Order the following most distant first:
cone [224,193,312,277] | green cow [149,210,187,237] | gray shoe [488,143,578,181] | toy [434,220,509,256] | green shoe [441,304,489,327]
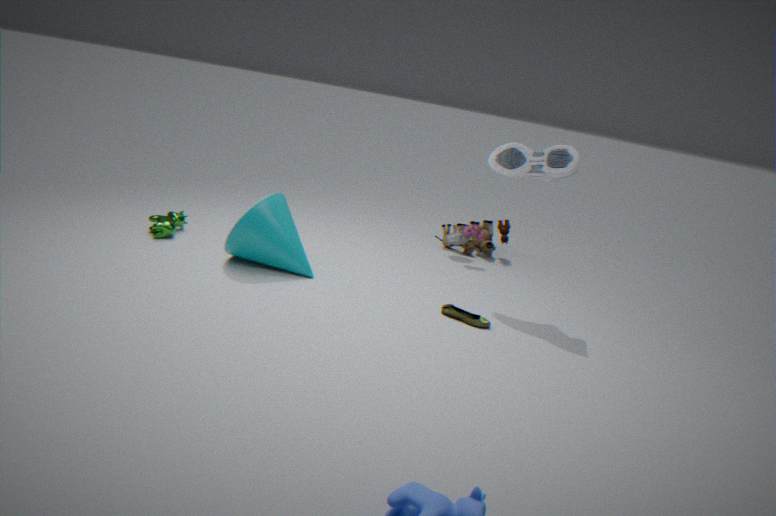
toy [434,220,509,256] < green cow [149,210,187,237] < cone [224,193,312,277] < gray shoe [488,143,578,181] < green shoe [441,304,489,327]
